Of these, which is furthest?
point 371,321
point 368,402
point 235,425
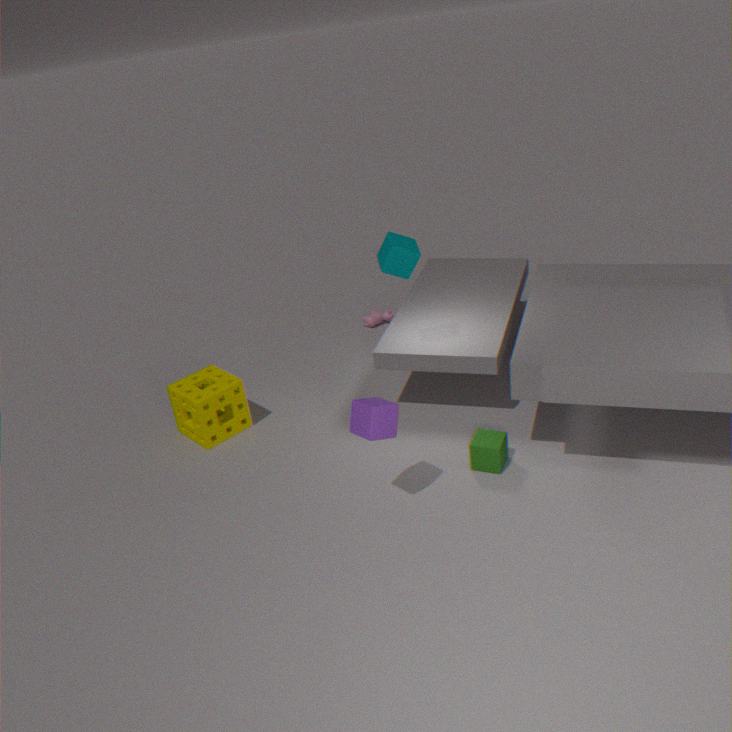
point 371,321
